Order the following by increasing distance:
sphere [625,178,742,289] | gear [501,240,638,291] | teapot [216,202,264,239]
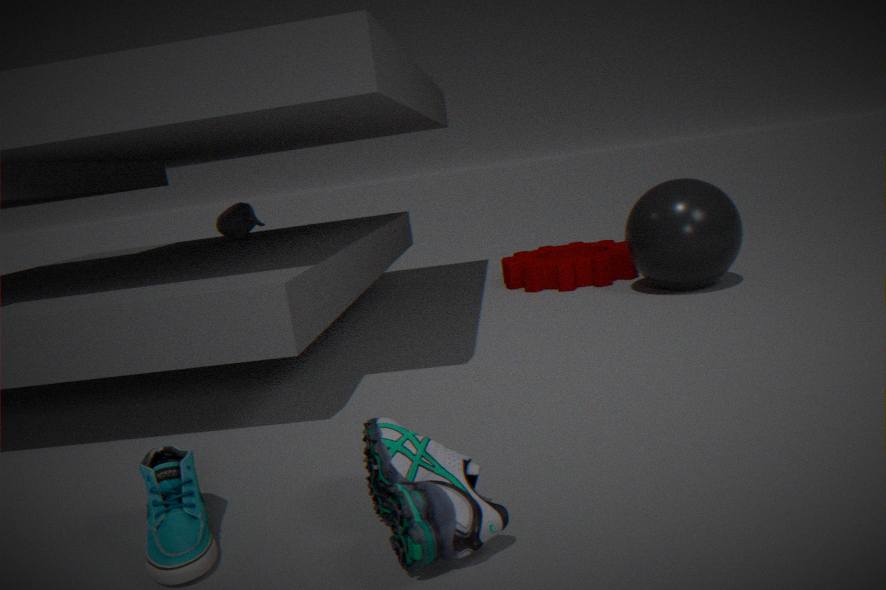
1. sphere [625,178,742,289]
2. gear [501,240,638,291]
3. teapot [216,202,264,239]
